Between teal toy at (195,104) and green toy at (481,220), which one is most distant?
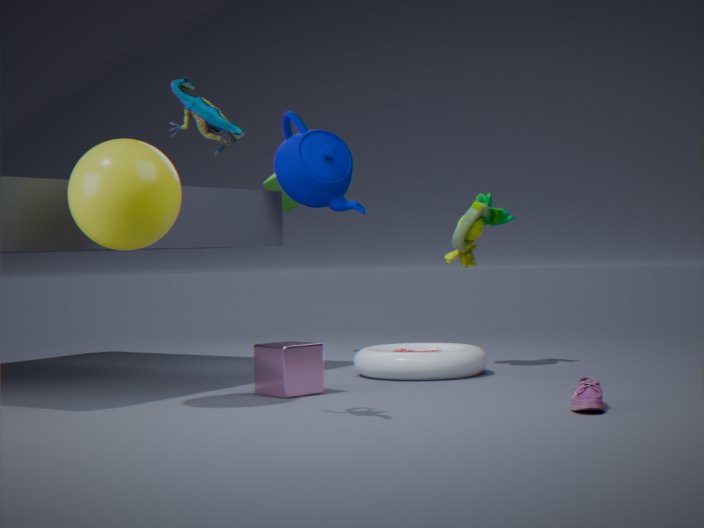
green toy at (481,220)
